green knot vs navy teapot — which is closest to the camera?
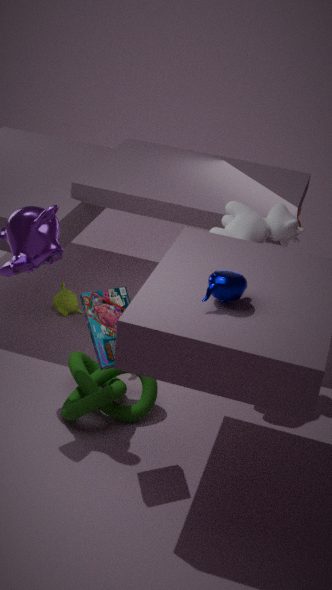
navy teapot
